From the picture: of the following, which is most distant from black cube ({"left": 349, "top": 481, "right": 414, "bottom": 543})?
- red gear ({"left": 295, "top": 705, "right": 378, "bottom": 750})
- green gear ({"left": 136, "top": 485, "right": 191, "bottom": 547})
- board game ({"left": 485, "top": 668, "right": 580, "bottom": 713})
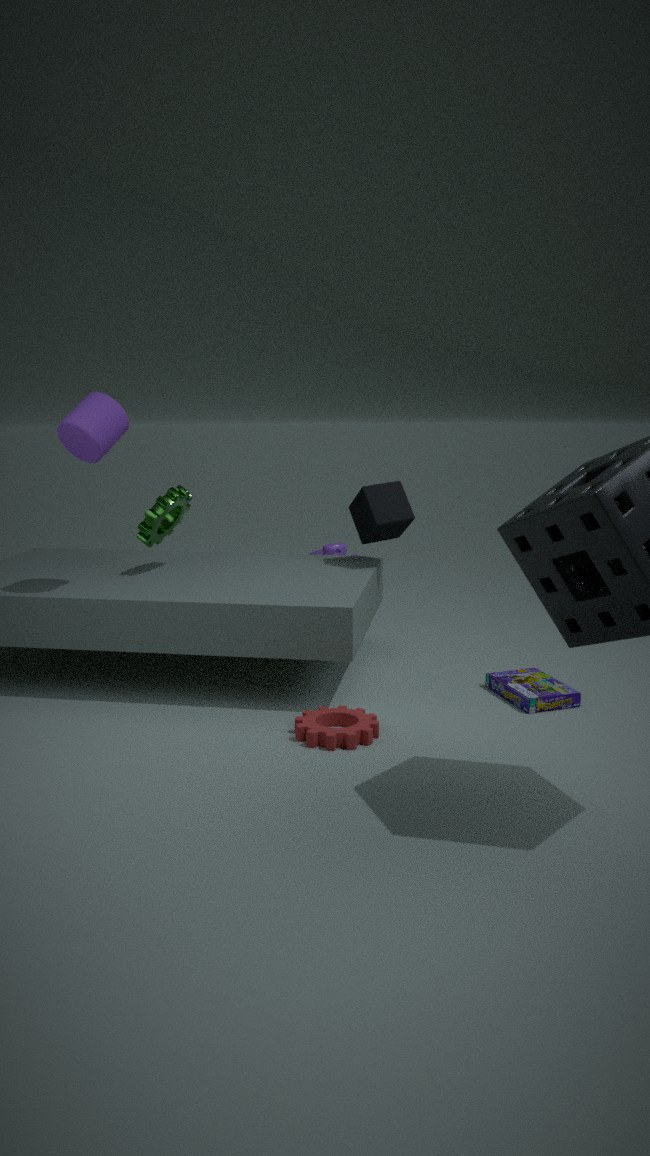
red gear ({"left": 295, "top": 705, "right": 378, "bottom": 750})
